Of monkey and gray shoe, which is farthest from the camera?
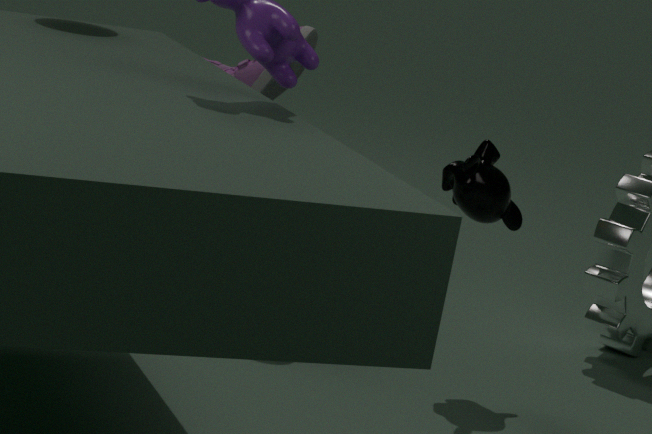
gray shoe
